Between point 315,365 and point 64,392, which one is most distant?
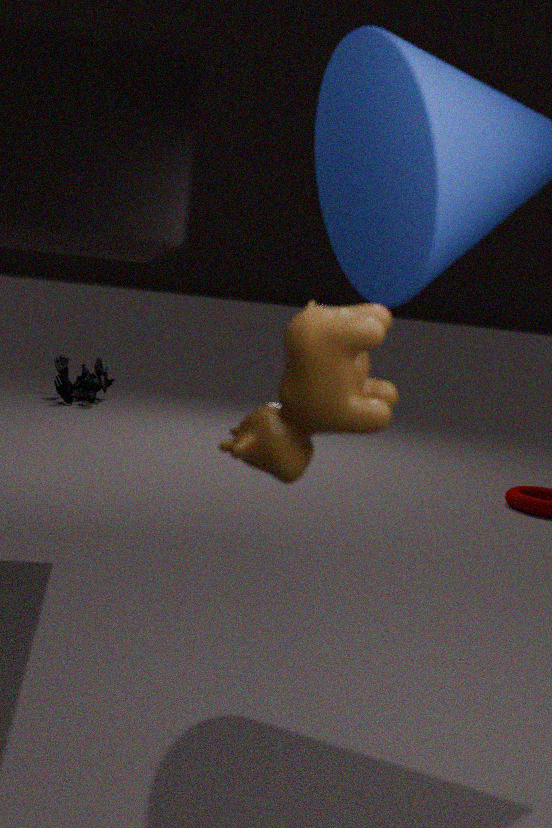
point 64,392
